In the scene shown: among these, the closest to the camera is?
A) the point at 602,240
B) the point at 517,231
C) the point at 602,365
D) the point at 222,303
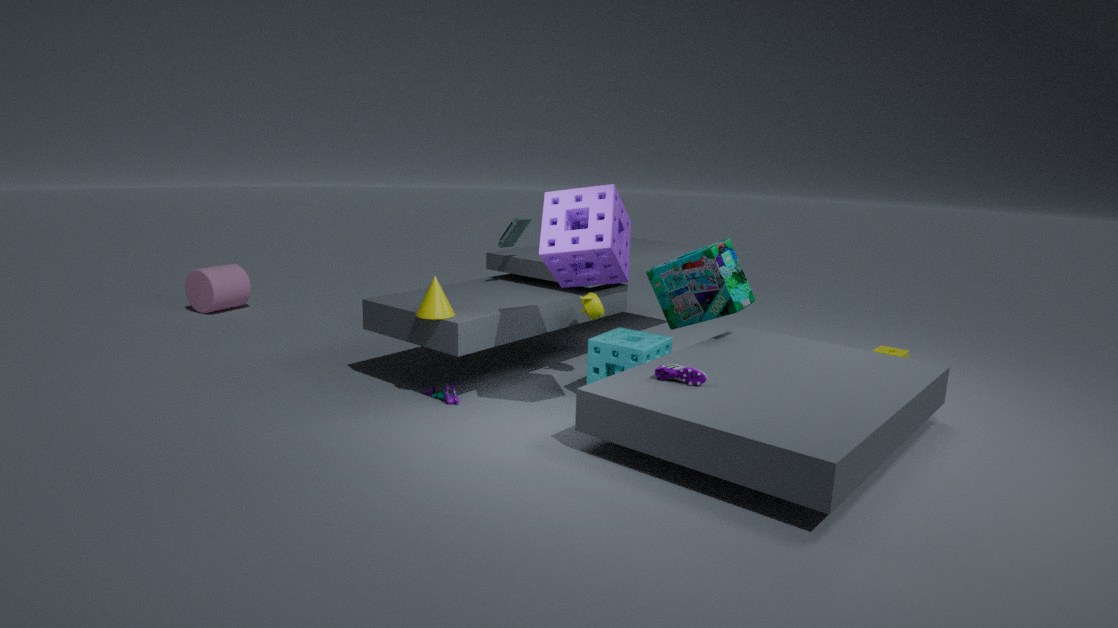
the point at 602,240
